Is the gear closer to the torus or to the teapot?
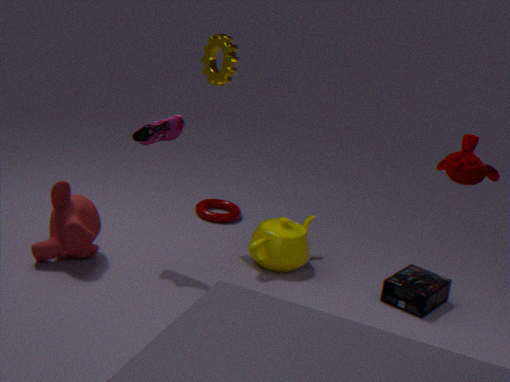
the teapot
